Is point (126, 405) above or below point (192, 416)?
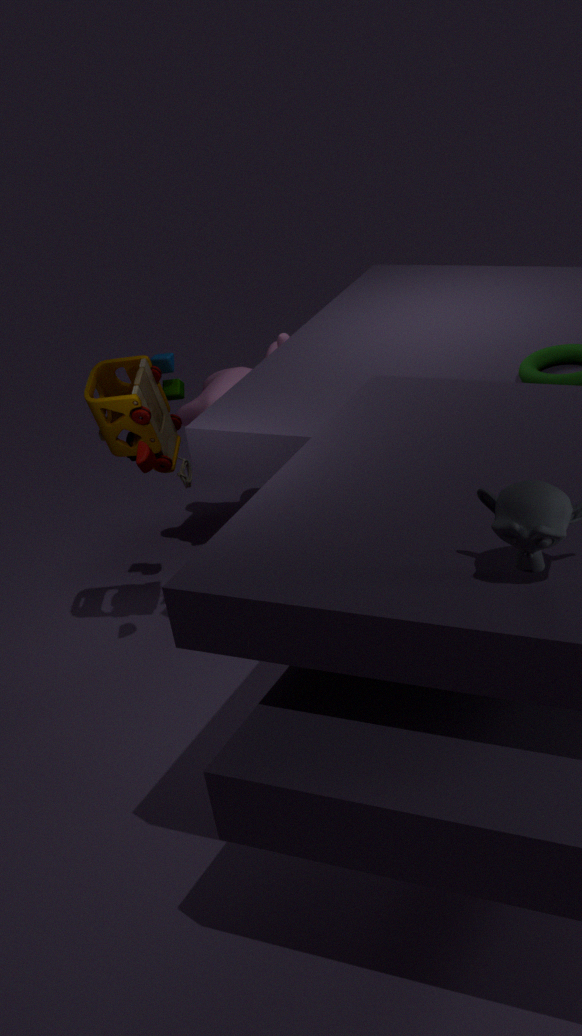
above
